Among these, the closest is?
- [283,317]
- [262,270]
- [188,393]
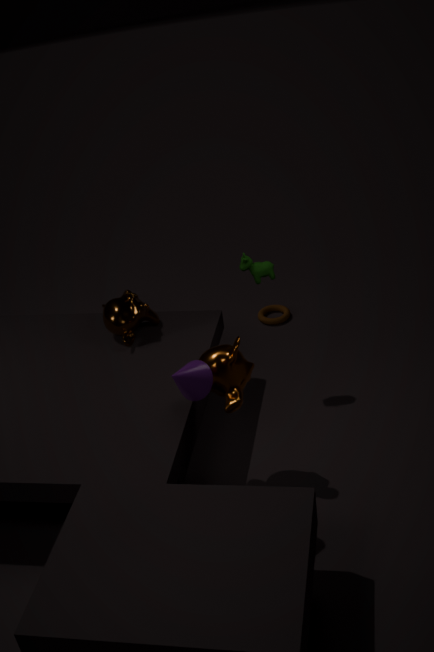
[188,393]
